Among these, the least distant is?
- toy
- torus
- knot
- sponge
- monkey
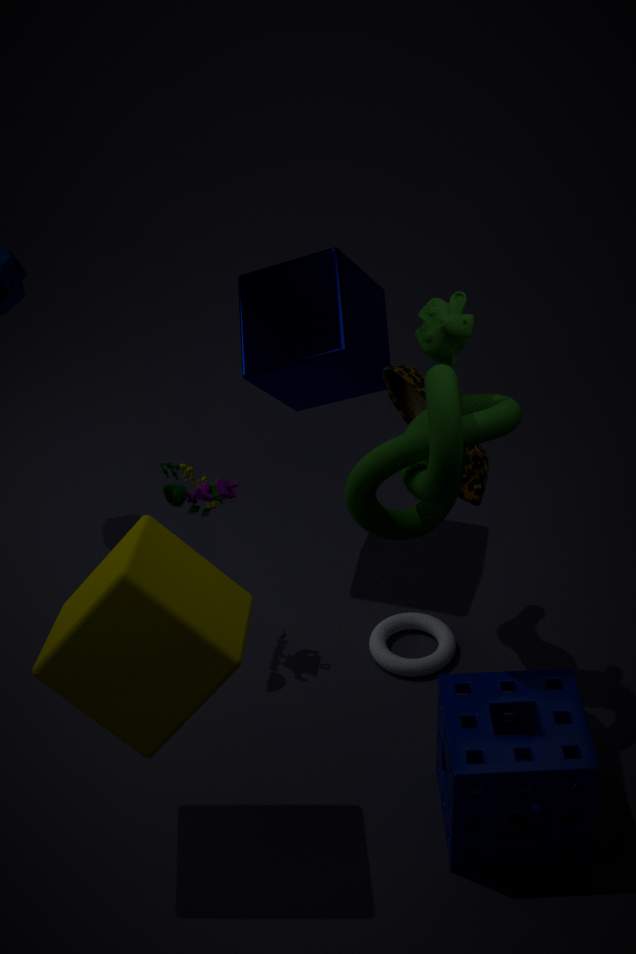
knot
